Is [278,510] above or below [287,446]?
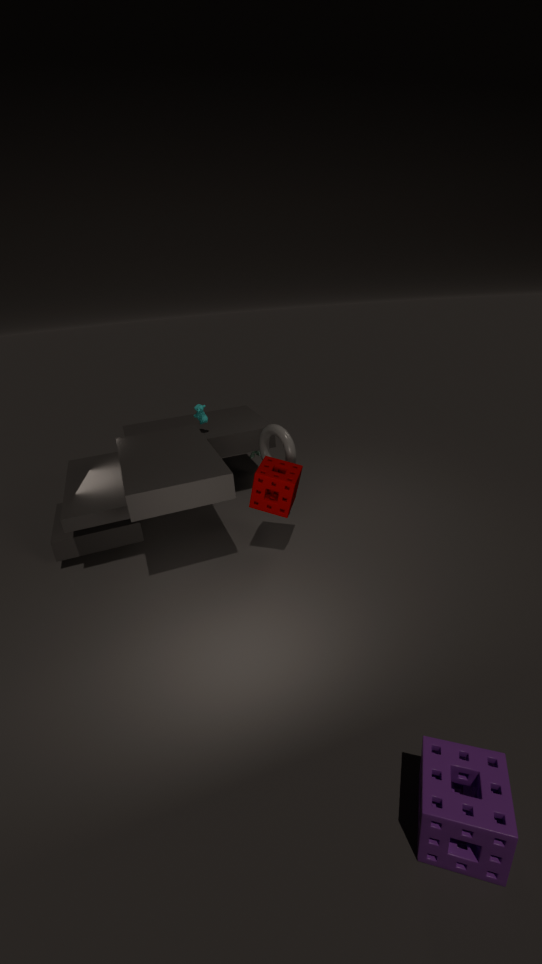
below
